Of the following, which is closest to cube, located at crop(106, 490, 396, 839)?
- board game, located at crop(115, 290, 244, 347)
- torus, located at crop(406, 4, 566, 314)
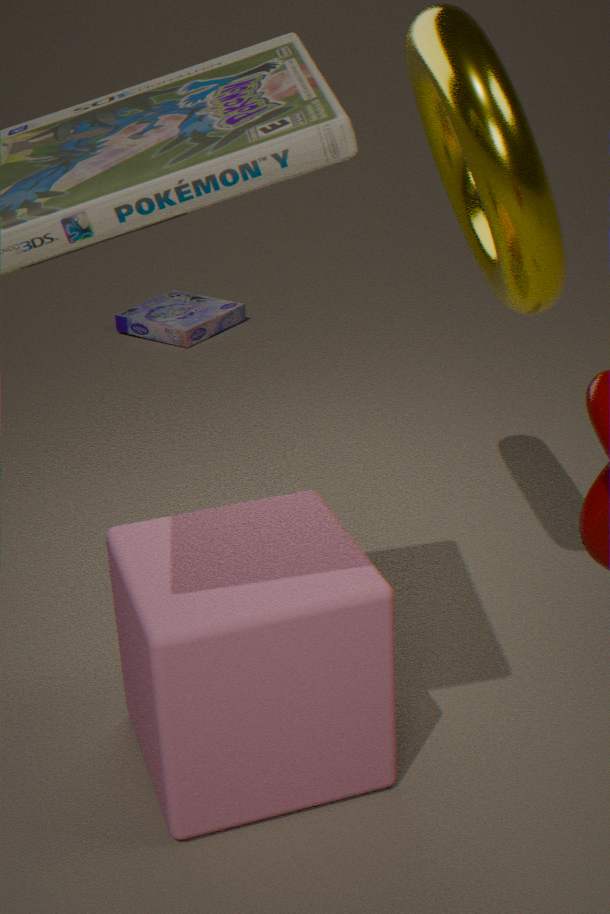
torus, located at crop(406, 4, 566, 314)
